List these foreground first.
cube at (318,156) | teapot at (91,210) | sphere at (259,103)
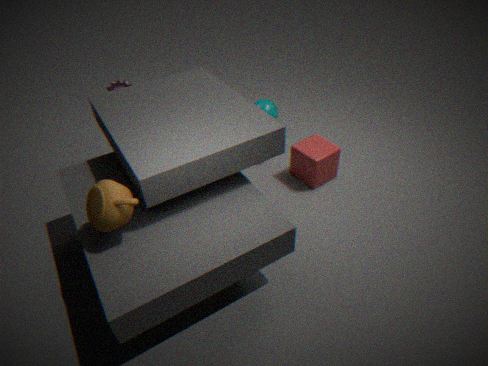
1. teapot at (91,210)
2. cube at (318,156)
3. sphere at (259,103)
